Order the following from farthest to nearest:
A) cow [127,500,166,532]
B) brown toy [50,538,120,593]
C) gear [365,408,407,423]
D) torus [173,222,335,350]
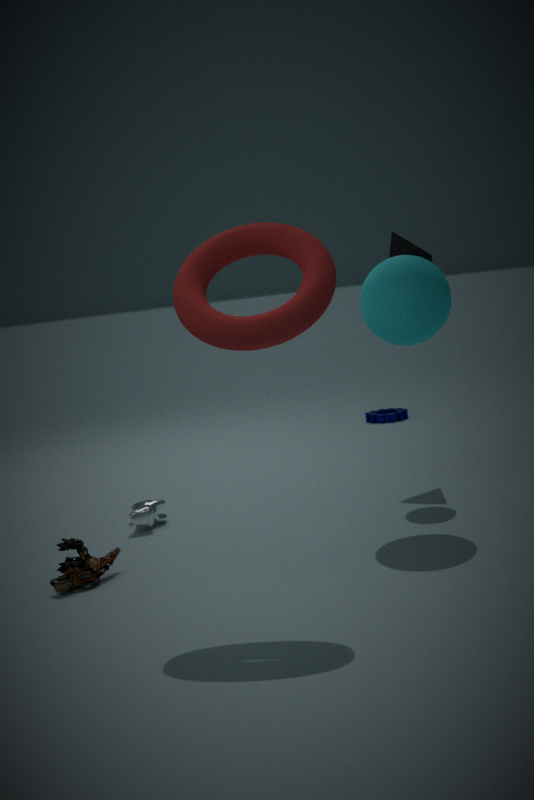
gear [365,408,407,423] < cow [127,500,166,532] < brown toy [50,538,120,593] < torus [173,222,335,350]
